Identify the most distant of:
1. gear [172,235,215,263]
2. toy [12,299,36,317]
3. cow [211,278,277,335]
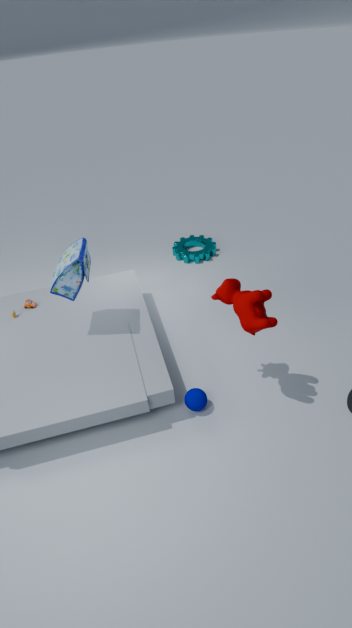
gear [172,235,215,263]
